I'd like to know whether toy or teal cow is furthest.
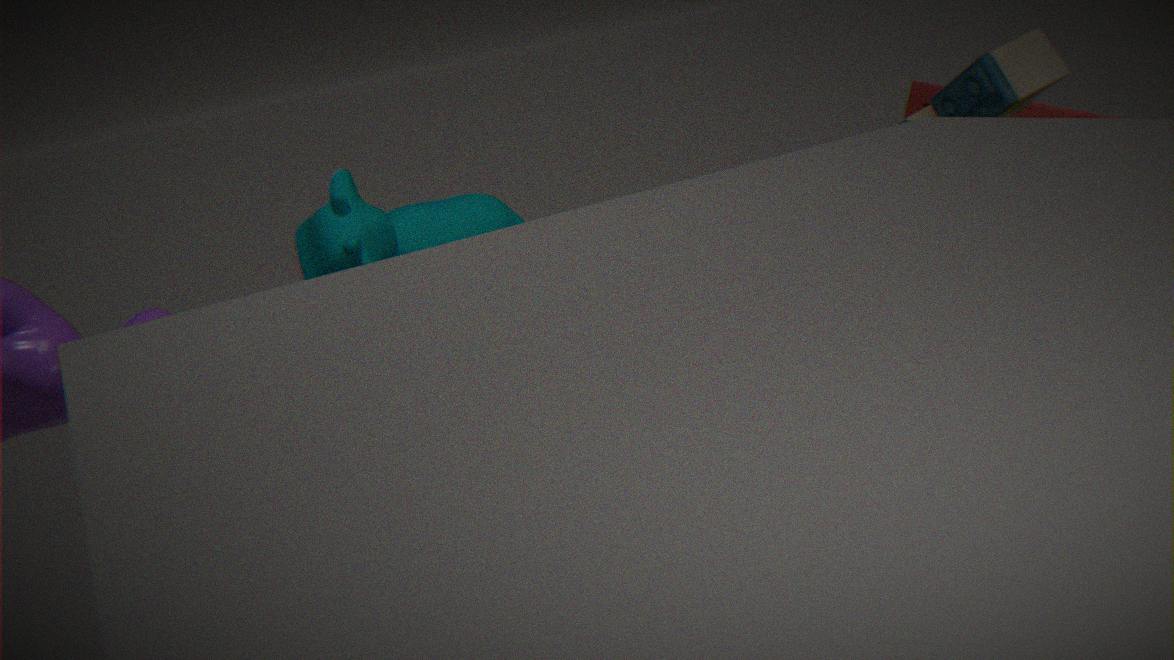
teal cow
